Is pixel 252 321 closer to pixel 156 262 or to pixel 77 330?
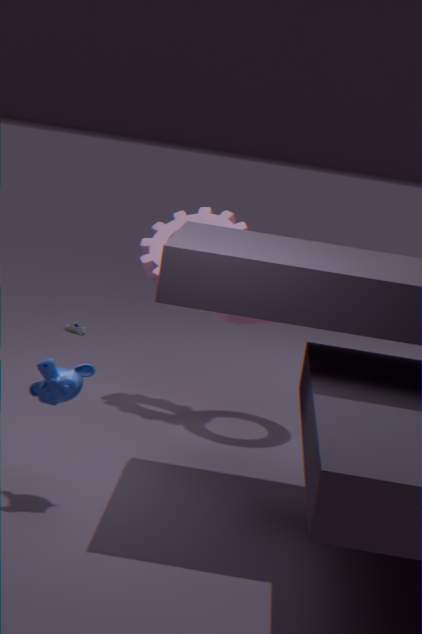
pixel 156 262
